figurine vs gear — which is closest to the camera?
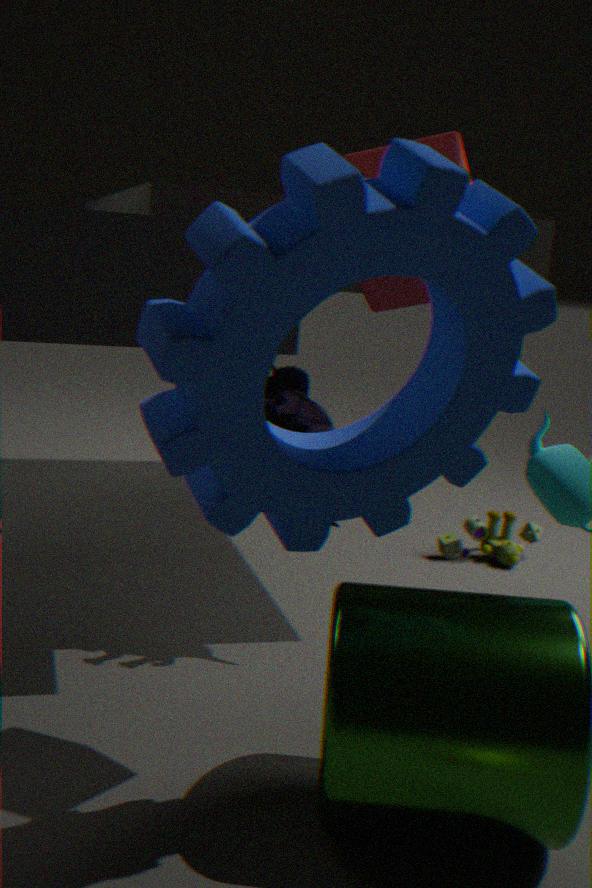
gear
